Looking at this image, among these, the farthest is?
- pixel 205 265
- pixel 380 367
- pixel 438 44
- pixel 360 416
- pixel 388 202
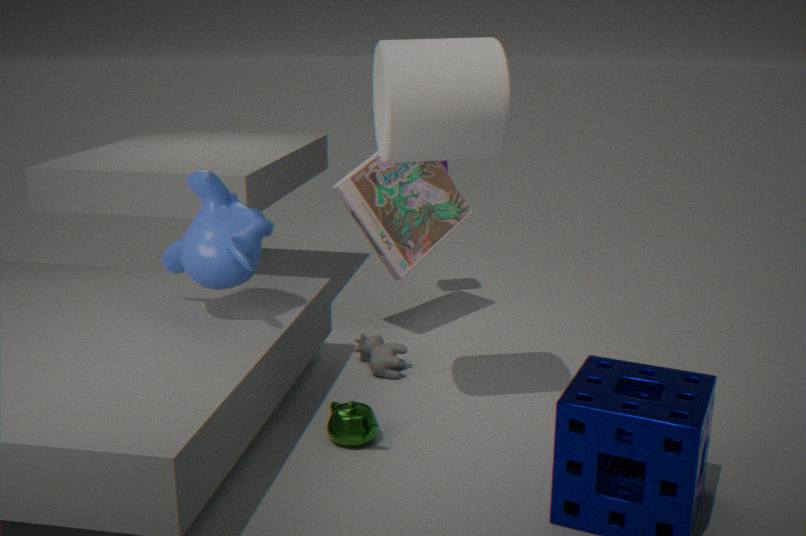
pixel 388 202
